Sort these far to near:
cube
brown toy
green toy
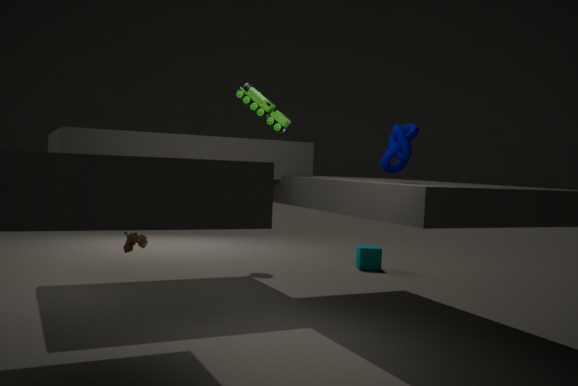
cube < brown toy < green toy
